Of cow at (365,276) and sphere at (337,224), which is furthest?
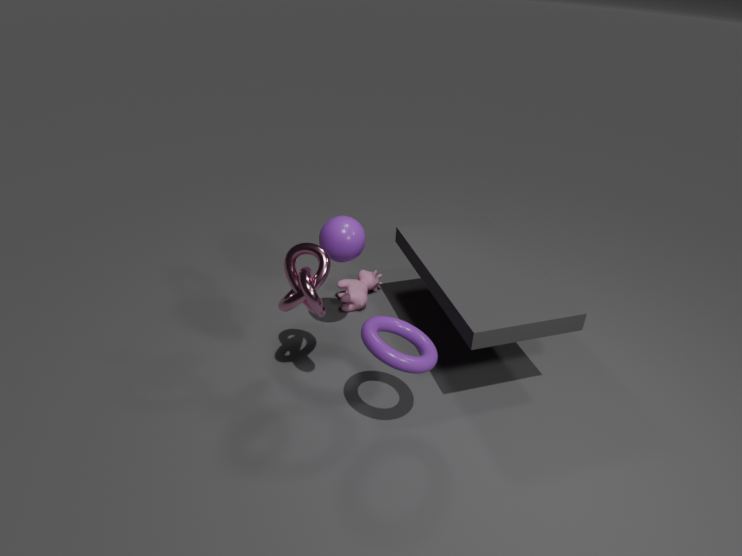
cow at (365,276)
